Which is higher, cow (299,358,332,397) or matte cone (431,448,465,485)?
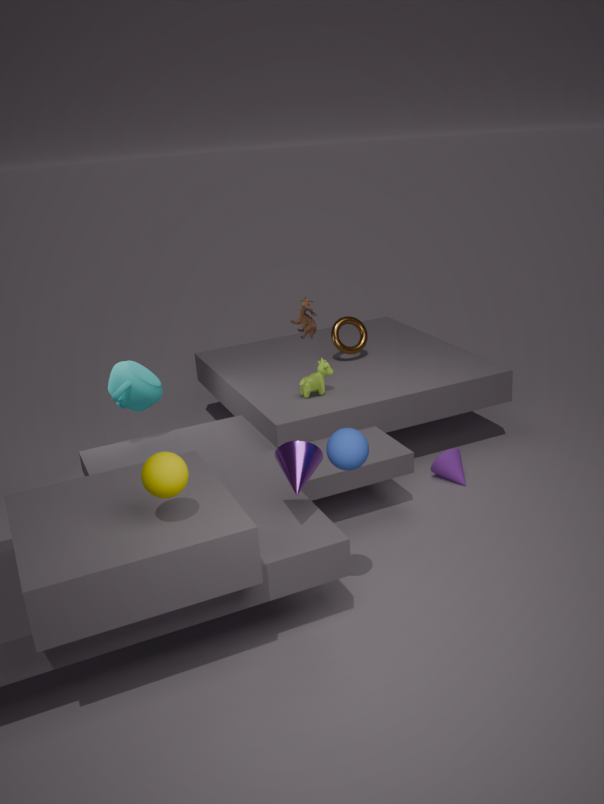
cow (299,358,332,397)
